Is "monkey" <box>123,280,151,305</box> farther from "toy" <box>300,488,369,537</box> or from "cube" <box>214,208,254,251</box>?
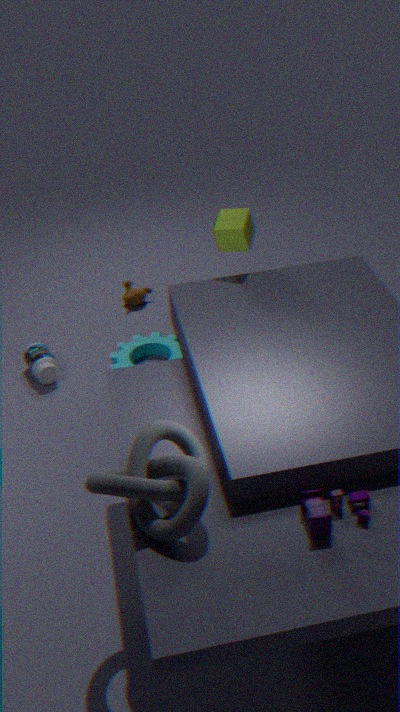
"toy" <box>300,488,369,537</box>
